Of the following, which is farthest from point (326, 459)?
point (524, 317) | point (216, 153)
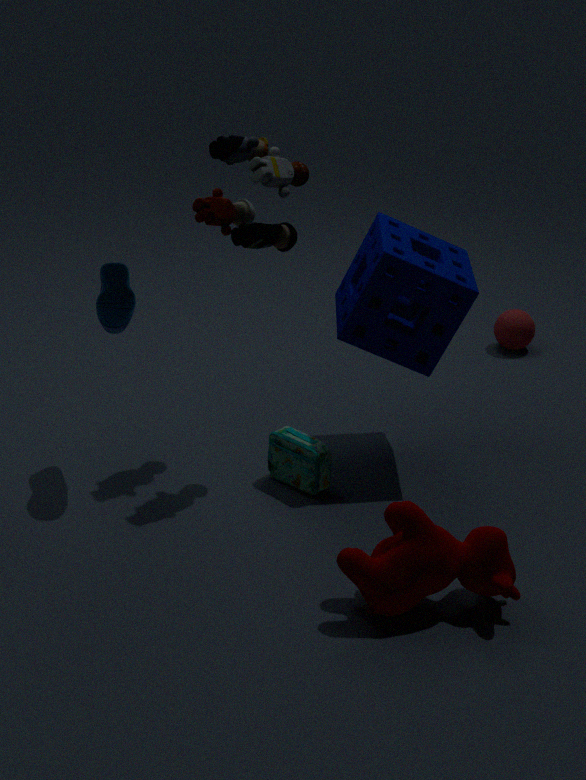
point (524, 317)
